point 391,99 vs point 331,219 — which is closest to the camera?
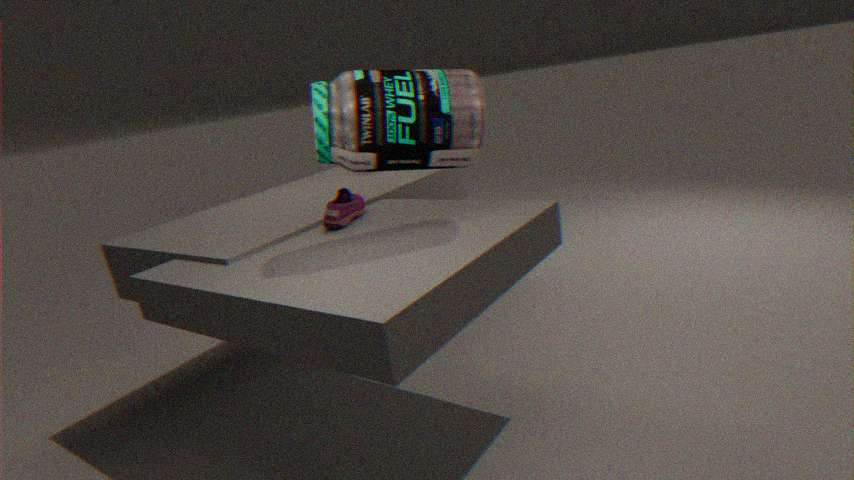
point 391,99
